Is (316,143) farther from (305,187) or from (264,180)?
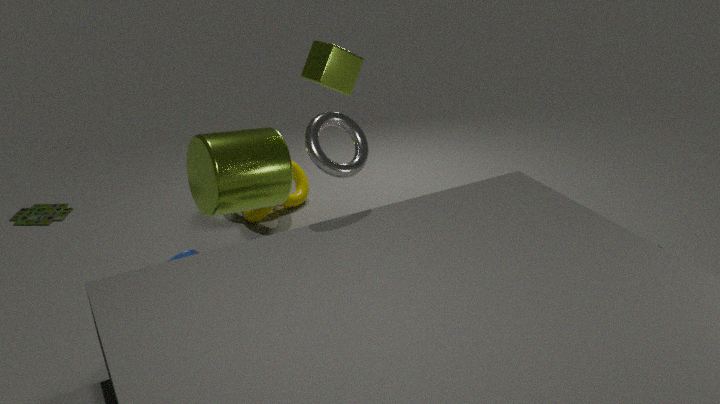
(305,187)
